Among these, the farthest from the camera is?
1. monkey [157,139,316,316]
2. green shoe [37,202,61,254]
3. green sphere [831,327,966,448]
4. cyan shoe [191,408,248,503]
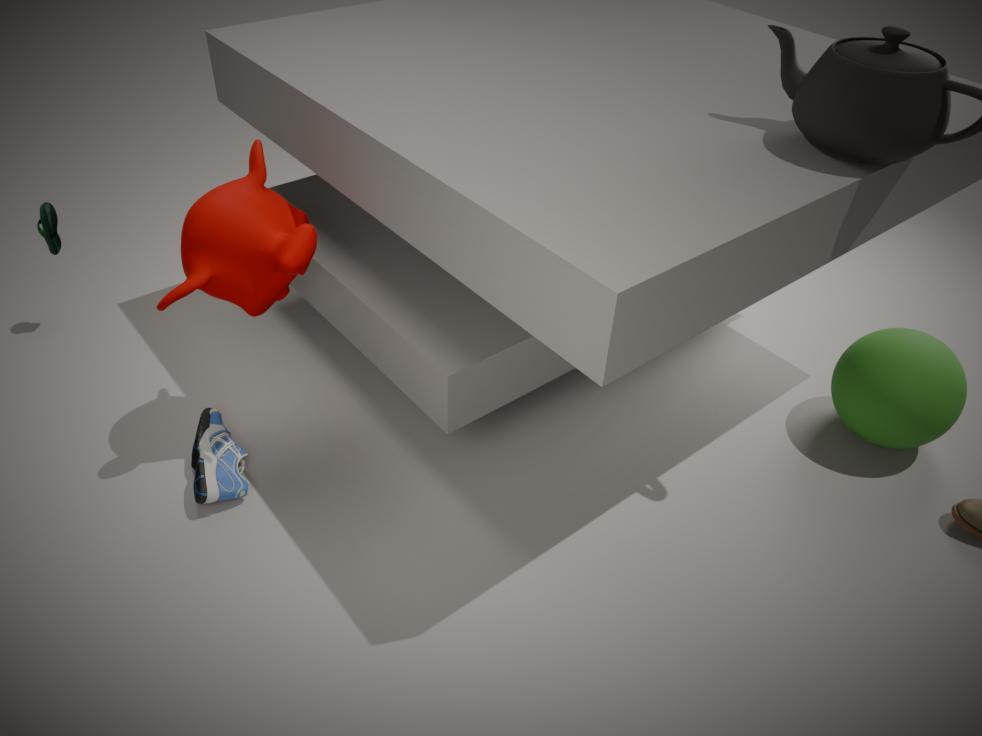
green shoe [37,202,61,254]
